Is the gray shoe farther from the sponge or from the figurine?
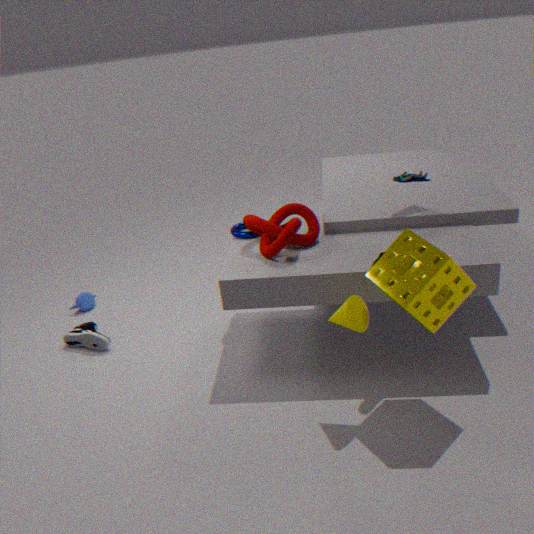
the figurine
